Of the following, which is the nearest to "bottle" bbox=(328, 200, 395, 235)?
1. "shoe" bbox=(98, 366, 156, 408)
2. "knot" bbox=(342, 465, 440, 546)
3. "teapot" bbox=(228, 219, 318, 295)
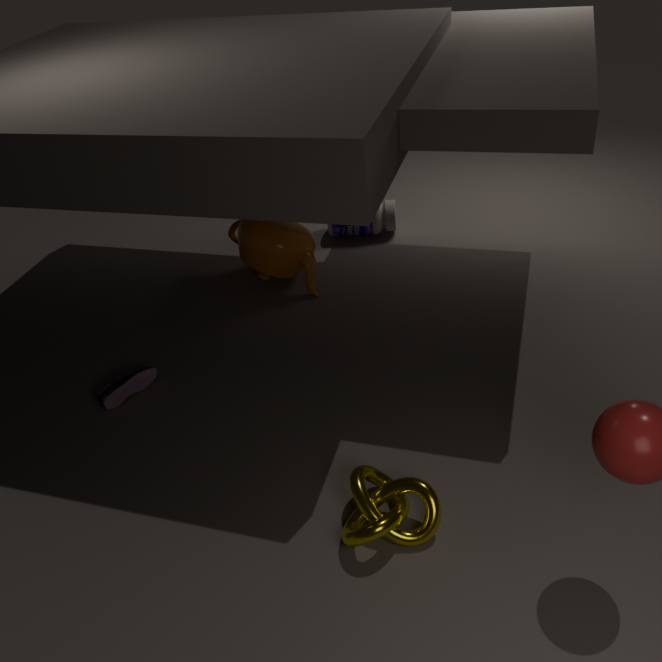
"teapot" bbox=(228, 219, 318, 295)
